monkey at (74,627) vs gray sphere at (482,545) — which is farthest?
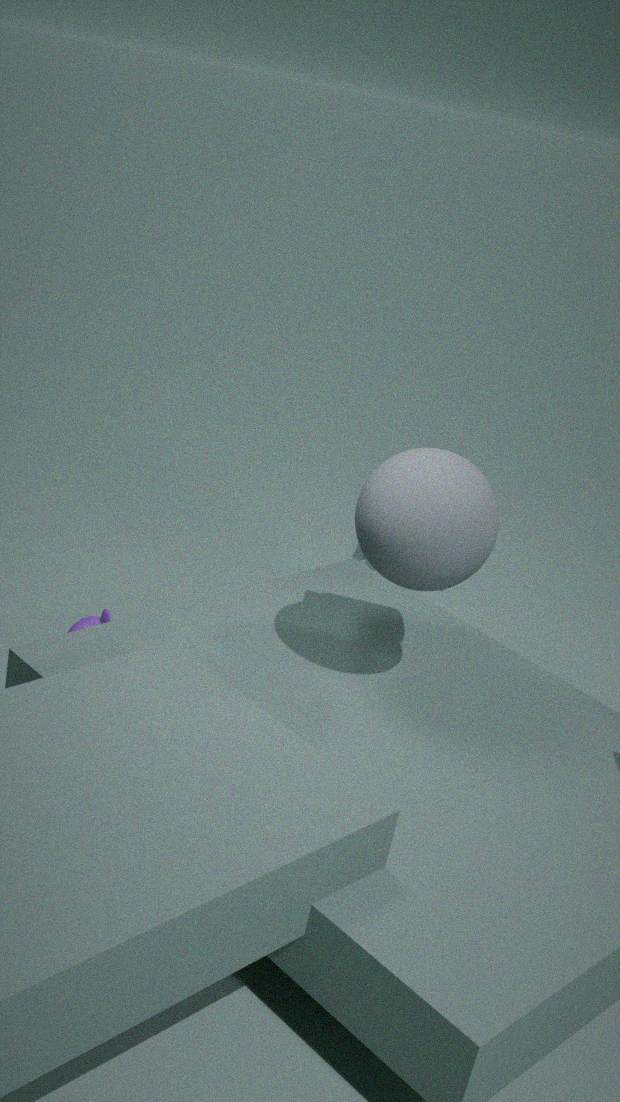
monkey at (74,627)
